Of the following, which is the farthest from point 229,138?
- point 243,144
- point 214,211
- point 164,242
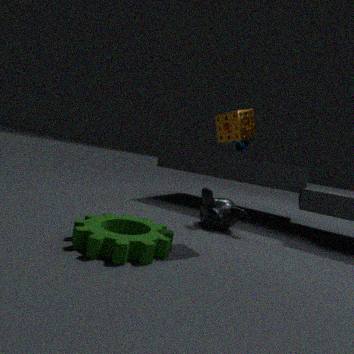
point 243,144
